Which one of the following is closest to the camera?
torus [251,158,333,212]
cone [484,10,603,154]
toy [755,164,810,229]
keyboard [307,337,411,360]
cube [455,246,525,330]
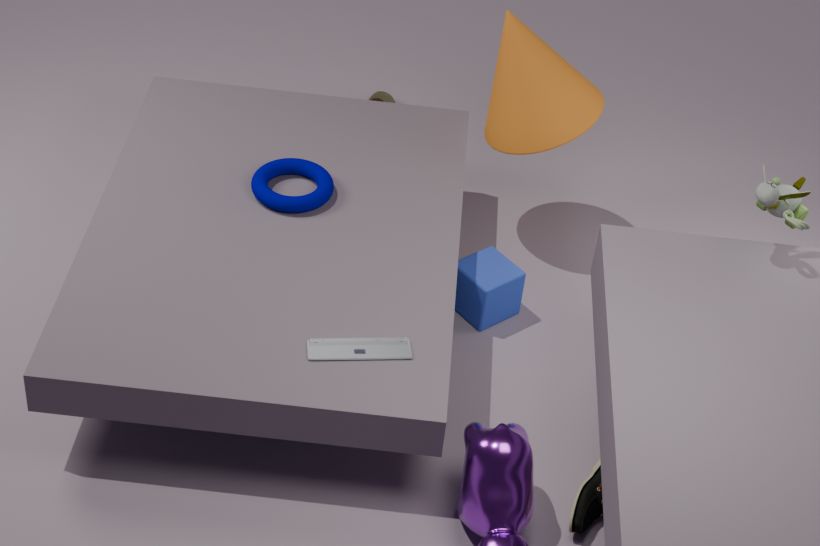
toy [755,164,810,229]
